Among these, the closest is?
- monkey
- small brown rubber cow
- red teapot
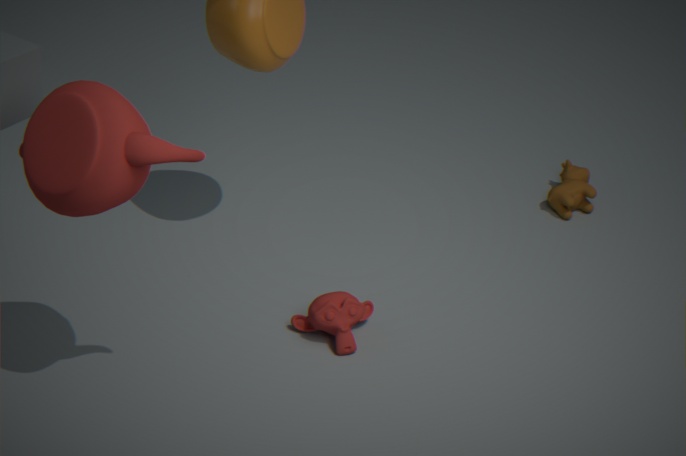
red teapot
